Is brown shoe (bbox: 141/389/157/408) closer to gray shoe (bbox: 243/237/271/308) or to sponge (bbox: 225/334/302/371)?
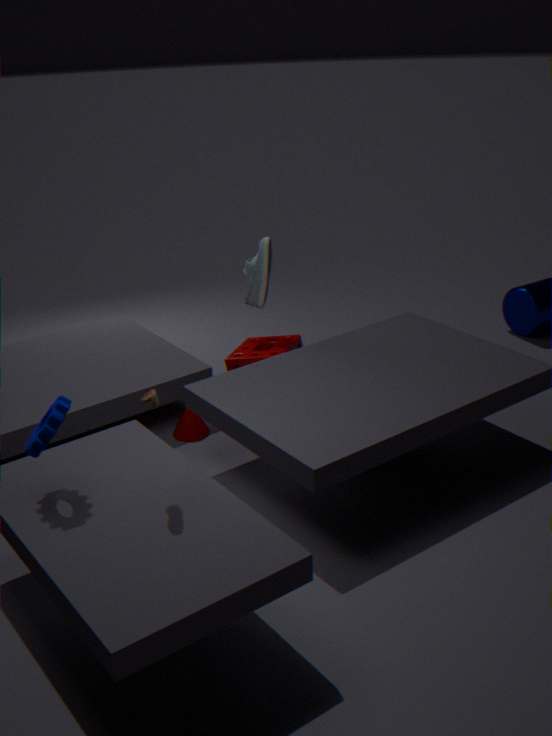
sponge (bbox: 225/334/302/371)
